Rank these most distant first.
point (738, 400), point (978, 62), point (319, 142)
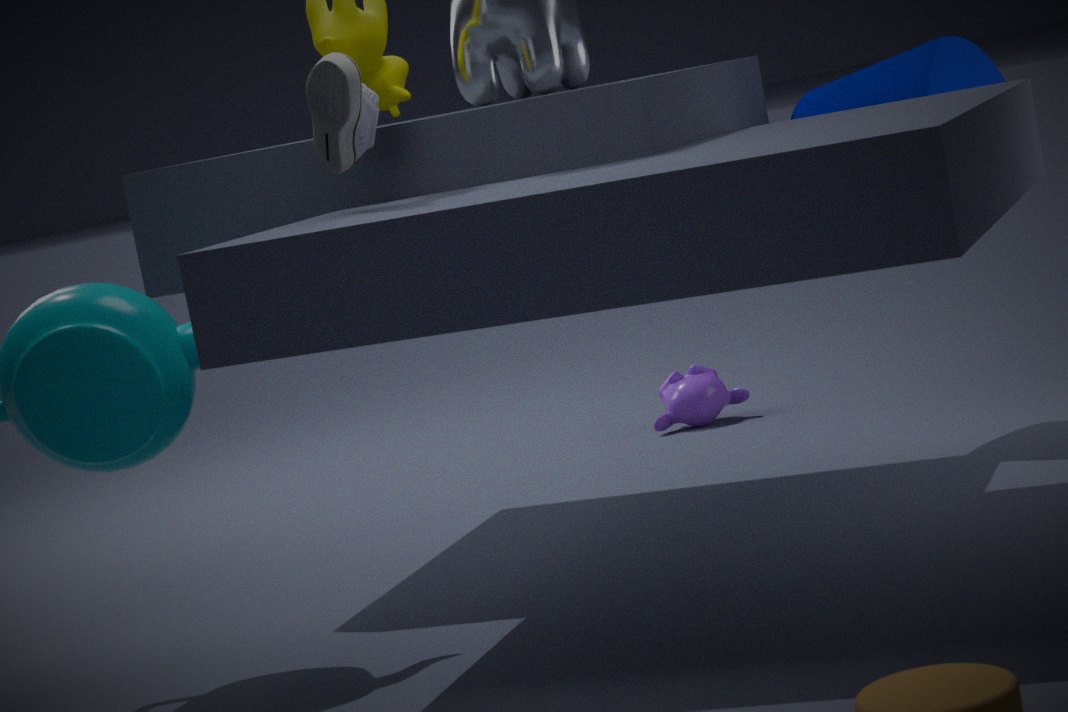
point (738, 400)
point (978, 62)
point (319, 142)
